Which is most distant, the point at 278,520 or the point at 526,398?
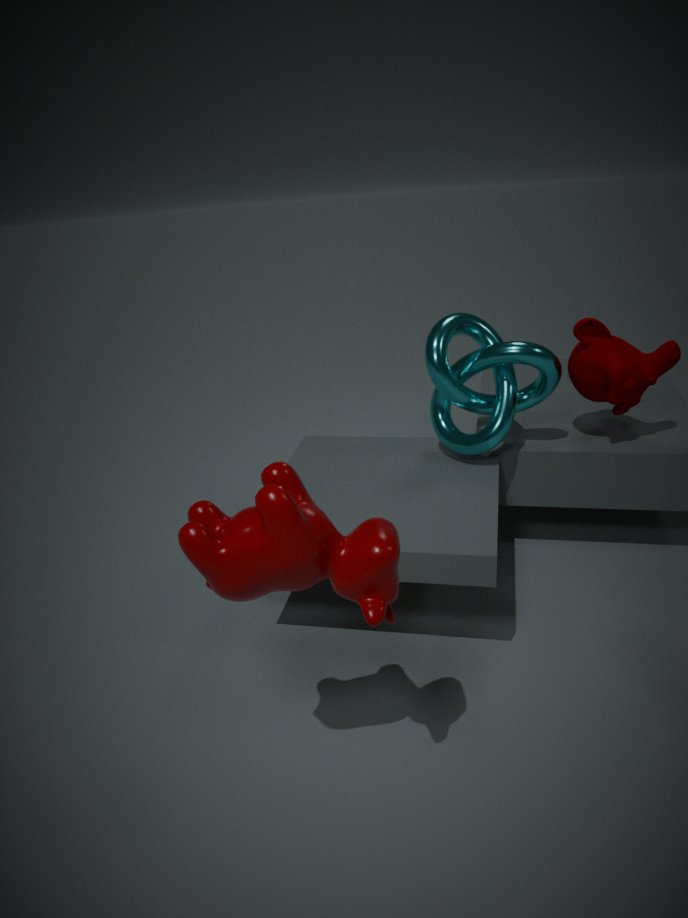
the point at 526,398
